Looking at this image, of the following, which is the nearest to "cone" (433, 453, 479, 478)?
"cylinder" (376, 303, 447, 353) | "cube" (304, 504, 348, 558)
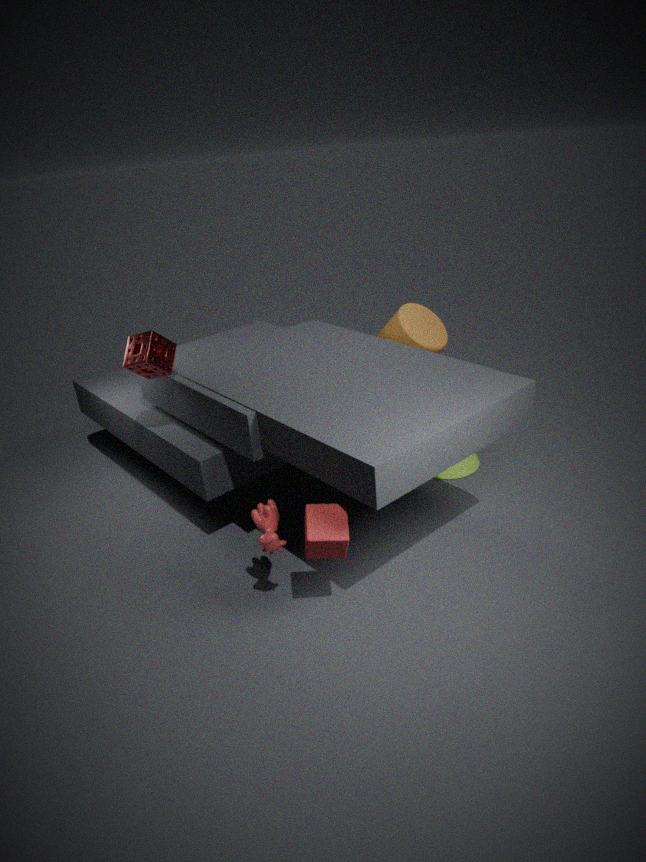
"cylinder" (376, 303, 447, 353)
